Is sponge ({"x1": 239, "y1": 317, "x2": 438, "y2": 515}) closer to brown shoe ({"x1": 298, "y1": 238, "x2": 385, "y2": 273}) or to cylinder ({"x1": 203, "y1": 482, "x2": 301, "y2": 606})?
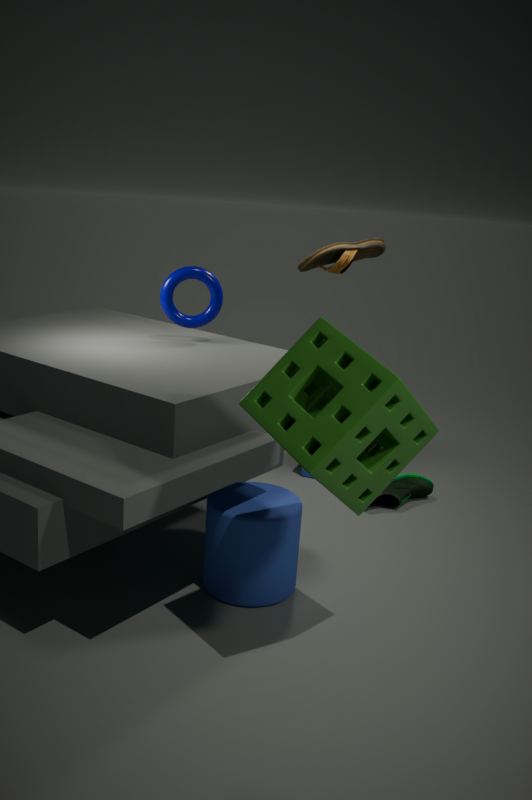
cylinder ({"x1": 203, "y1": 482, "x2": 301, "y2": 606})
